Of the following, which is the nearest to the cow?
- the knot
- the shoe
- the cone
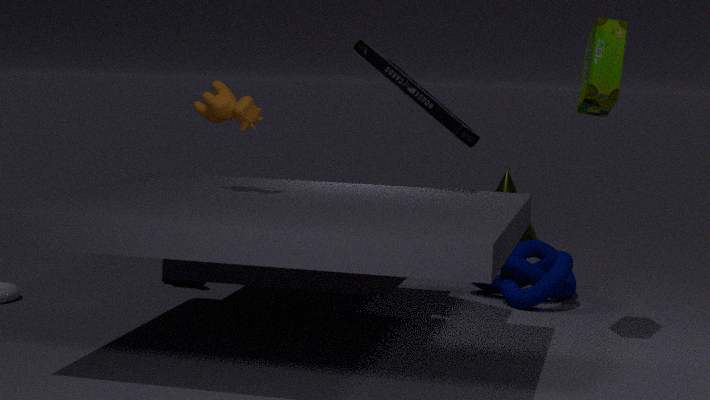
the shoe
